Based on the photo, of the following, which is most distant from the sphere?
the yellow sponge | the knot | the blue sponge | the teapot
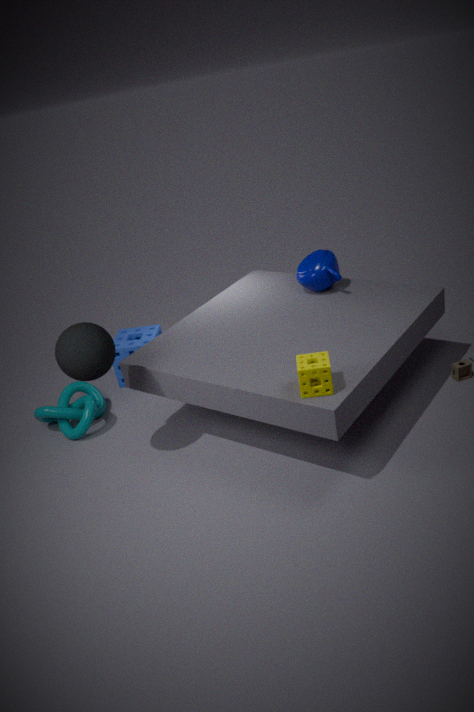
the teapot
